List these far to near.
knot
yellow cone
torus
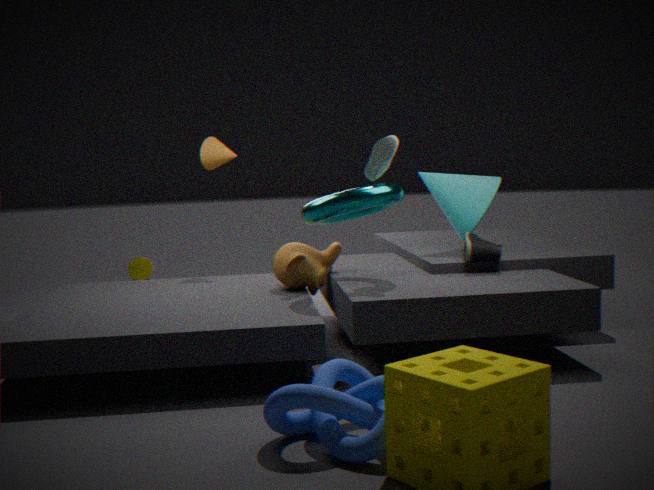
yellow cone < torus < knot
